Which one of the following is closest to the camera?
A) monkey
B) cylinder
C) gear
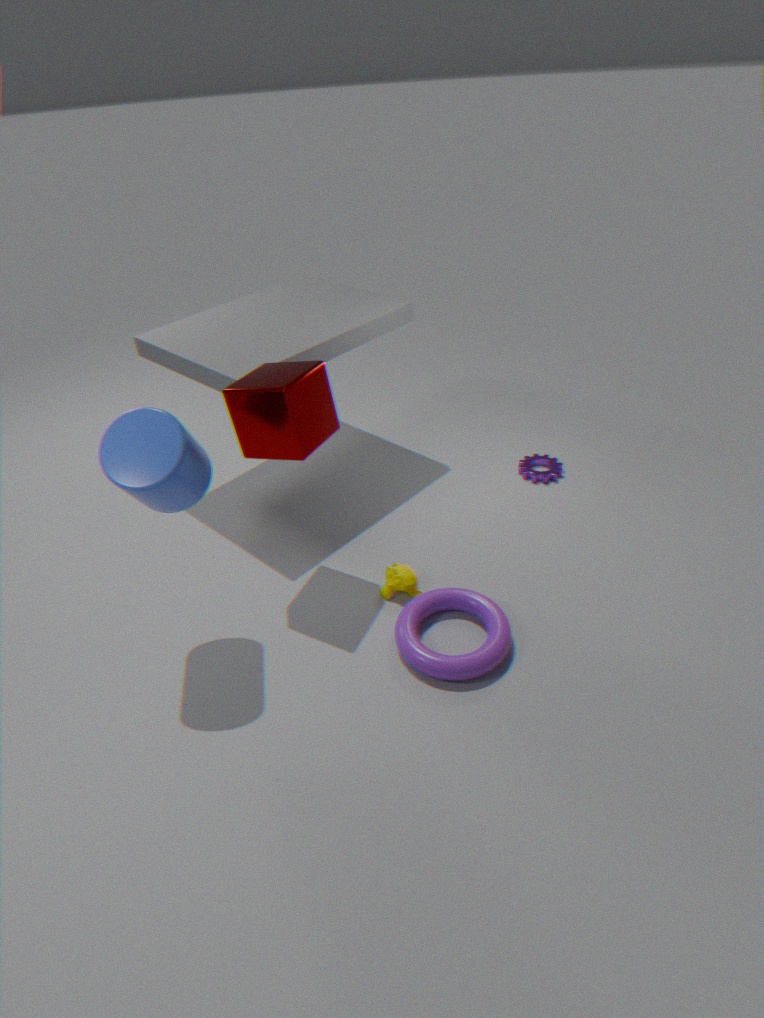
cylinder
